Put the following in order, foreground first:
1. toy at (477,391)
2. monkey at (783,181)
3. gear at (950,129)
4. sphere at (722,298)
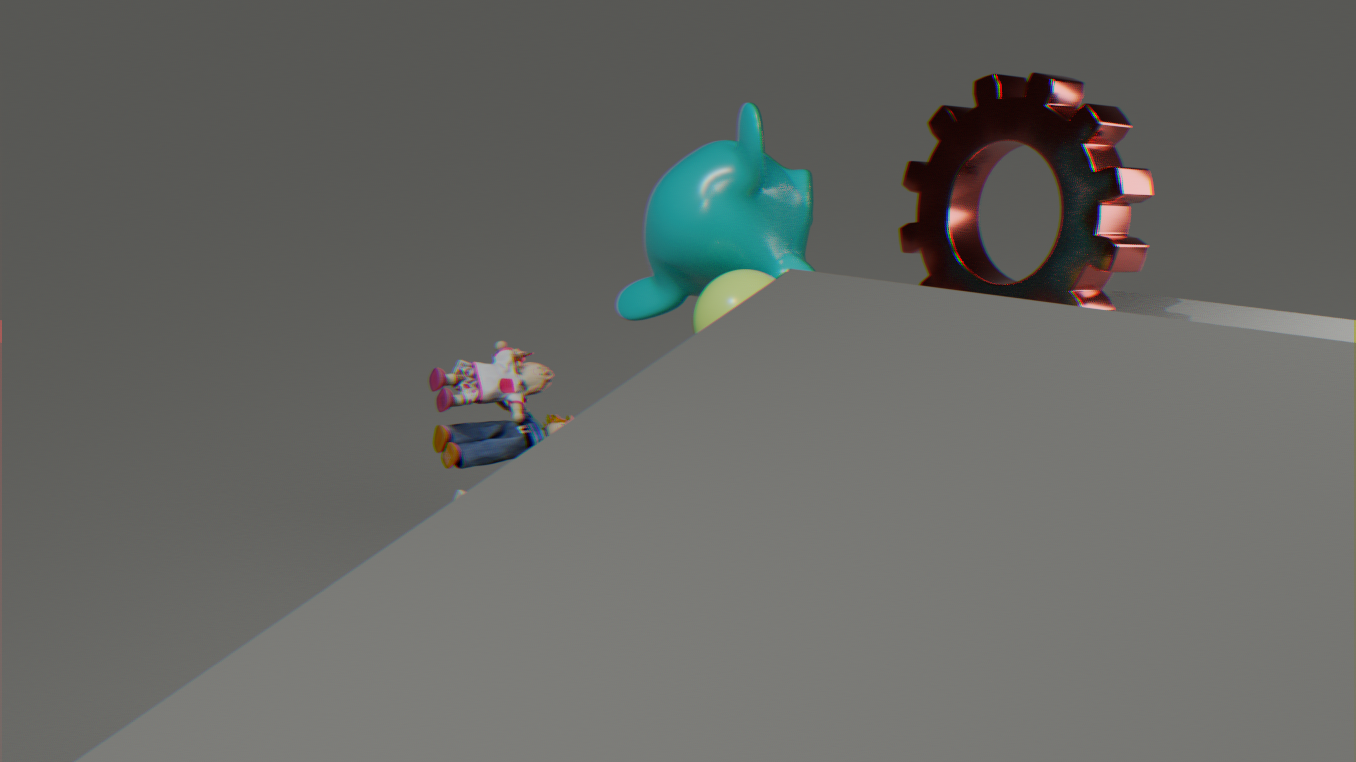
toy at (477,391)
sphere at (722,298)
monkey at (783,181)
gear at (950,129)
